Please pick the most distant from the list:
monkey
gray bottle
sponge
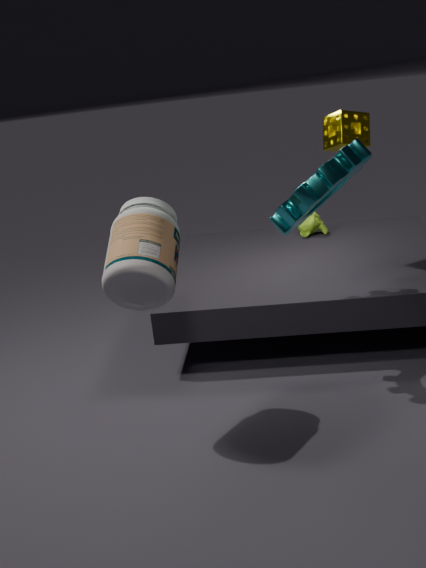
monkey
